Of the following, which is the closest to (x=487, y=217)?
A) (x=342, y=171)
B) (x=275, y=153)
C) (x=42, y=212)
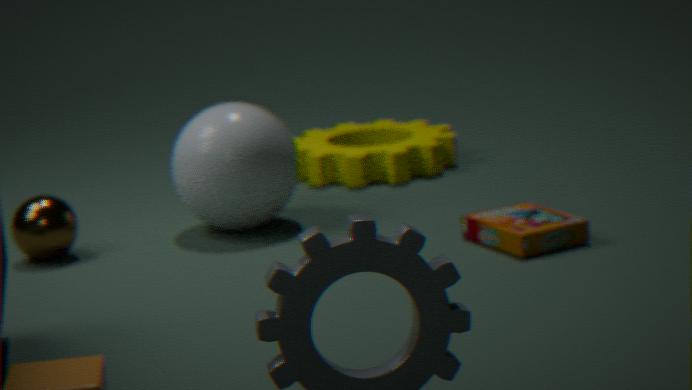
(x=275, y=153)
